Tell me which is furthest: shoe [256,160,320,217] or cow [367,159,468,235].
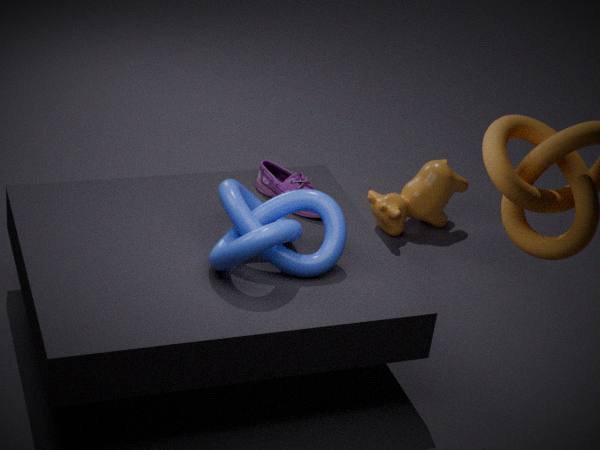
cow [367,159,468,235]
